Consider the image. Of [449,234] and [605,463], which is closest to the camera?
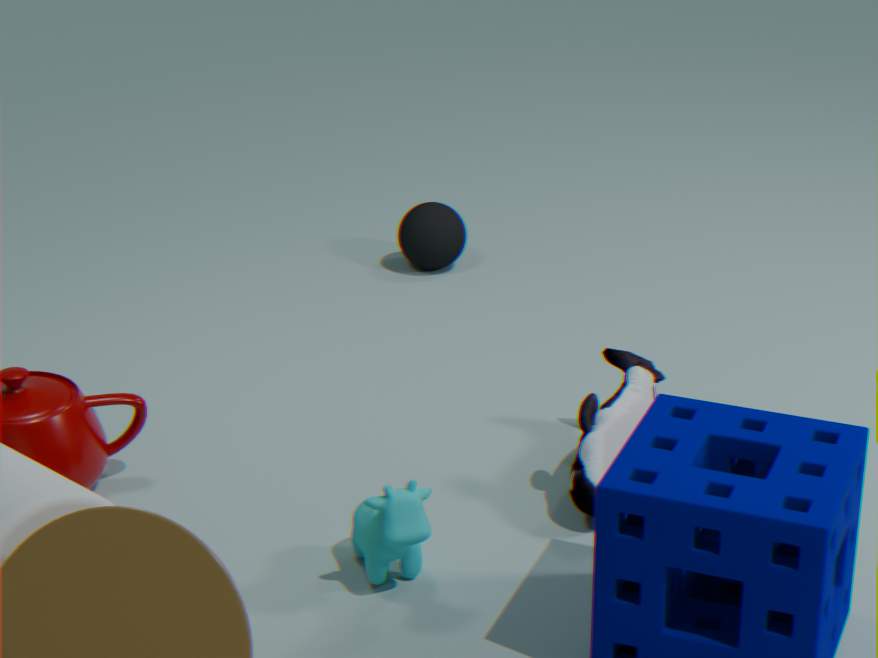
[605,463]
